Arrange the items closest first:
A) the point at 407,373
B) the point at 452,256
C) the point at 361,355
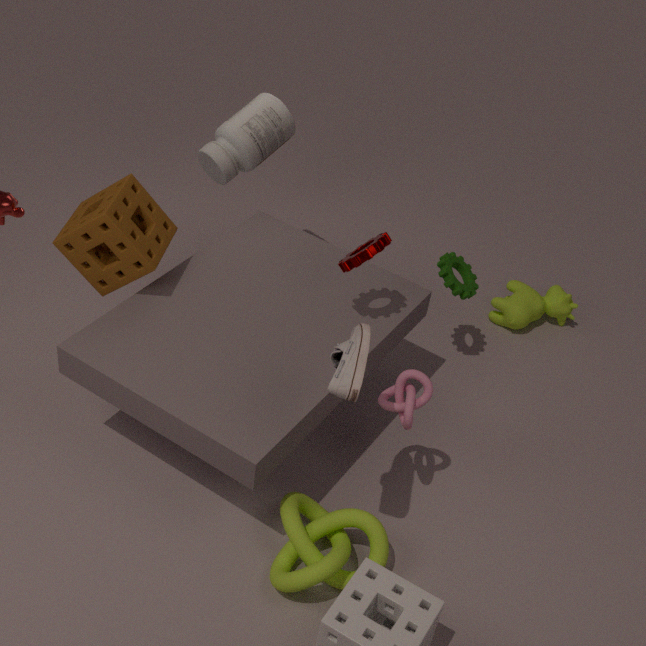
1. the point at 361,355
2. the point at 407,373
3. the point at 452,256
